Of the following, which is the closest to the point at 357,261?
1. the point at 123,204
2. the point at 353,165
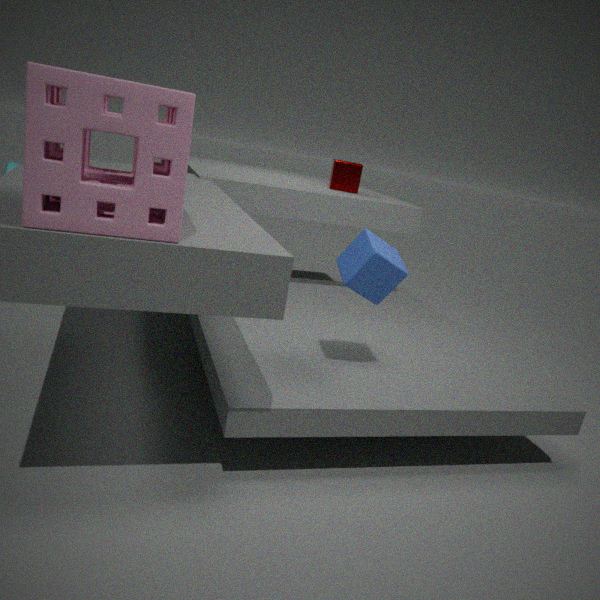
the point at 123,204
